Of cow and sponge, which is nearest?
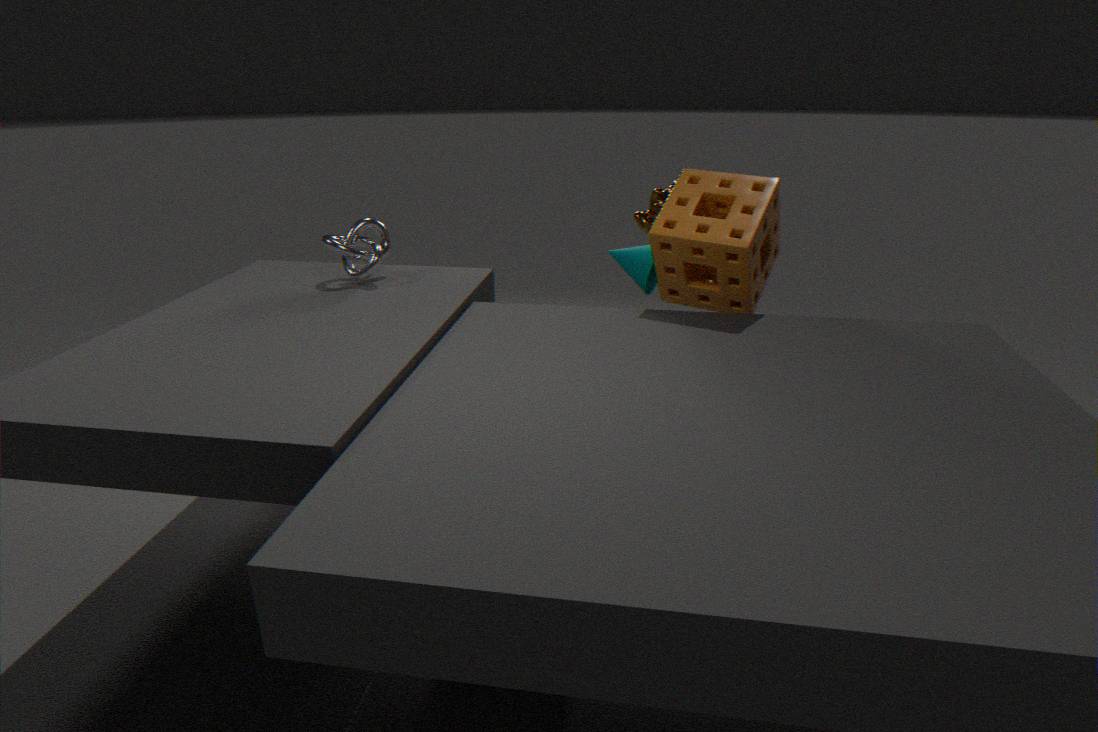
sponge
